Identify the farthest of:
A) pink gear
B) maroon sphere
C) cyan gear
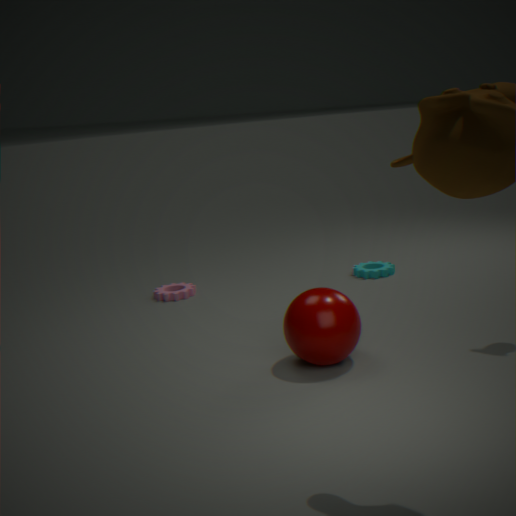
cyan gear
